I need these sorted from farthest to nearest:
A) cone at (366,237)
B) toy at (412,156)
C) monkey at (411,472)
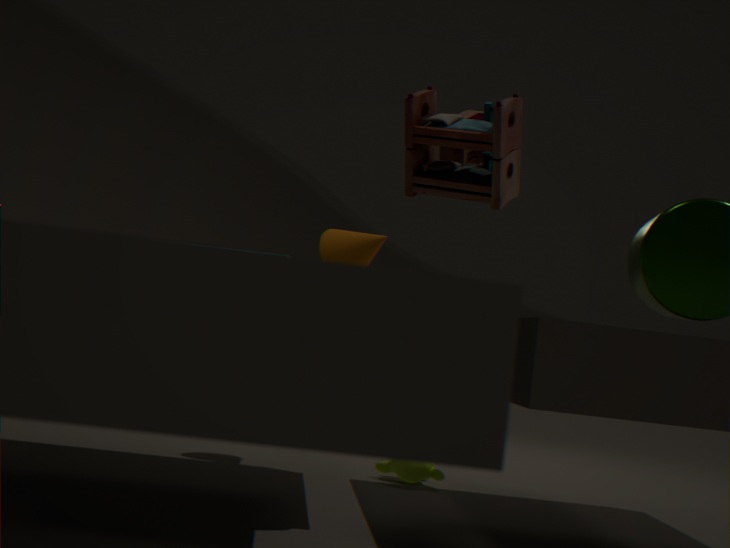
monkey at (411,472) < cone at (366,237) < toy at (412,156)
